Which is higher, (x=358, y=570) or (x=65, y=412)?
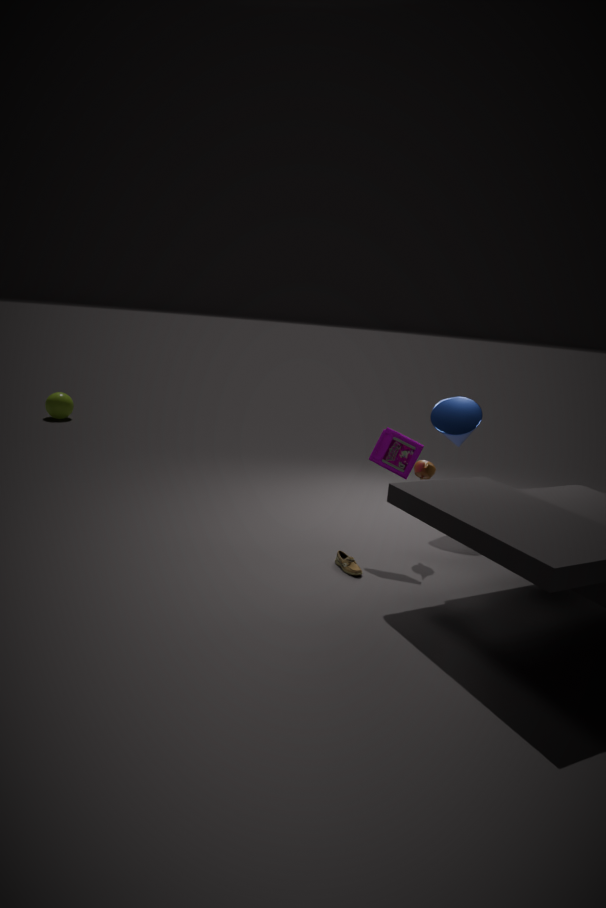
(x=65, y=412)
